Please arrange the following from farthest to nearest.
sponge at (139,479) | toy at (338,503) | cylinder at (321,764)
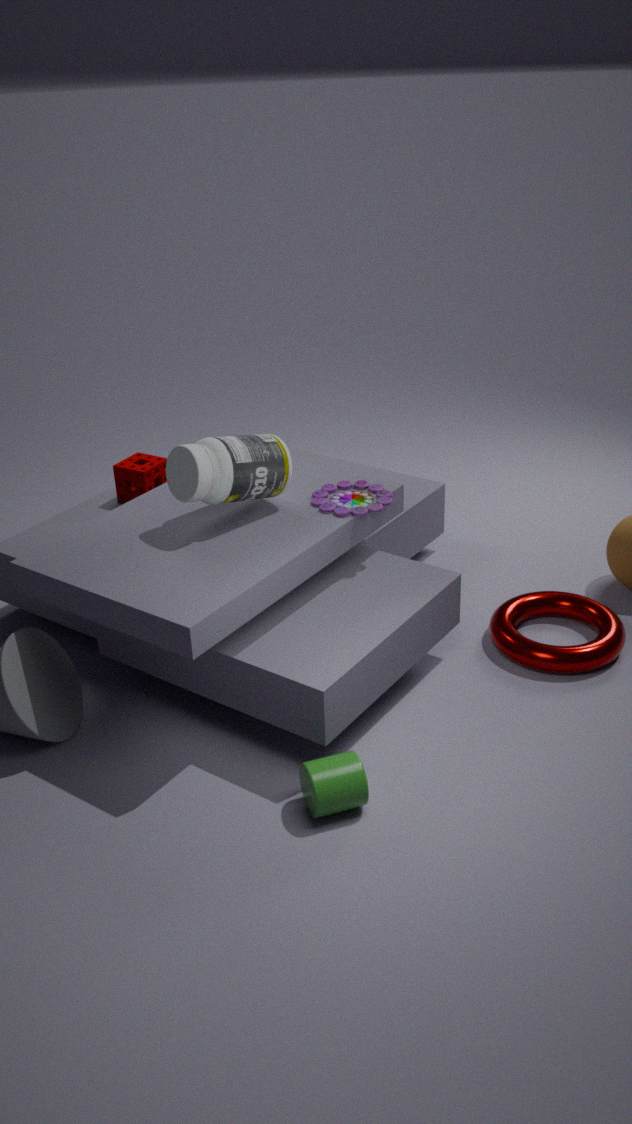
sponge at (139,479), toy at (338,503), cylinder at (321,764)
